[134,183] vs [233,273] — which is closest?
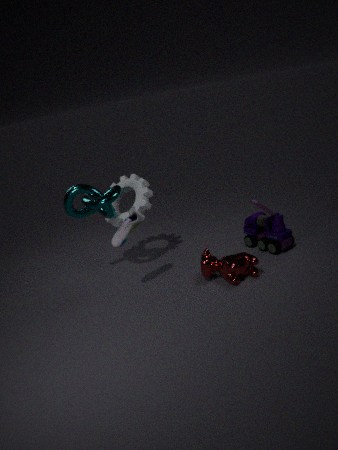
[233,273]
